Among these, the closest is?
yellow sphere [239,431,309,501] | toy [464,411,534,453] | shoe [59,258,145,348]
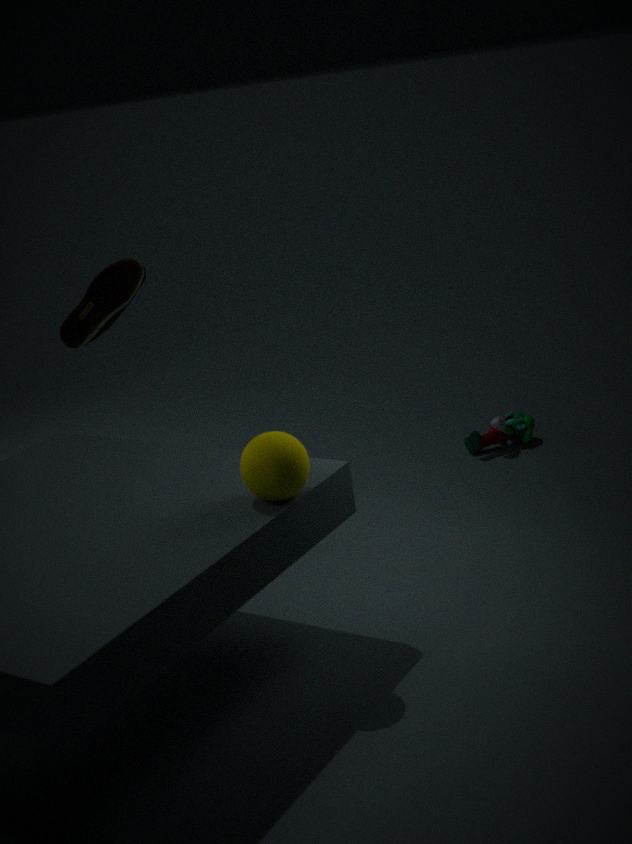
yellow sphere [239,431,309,501]
